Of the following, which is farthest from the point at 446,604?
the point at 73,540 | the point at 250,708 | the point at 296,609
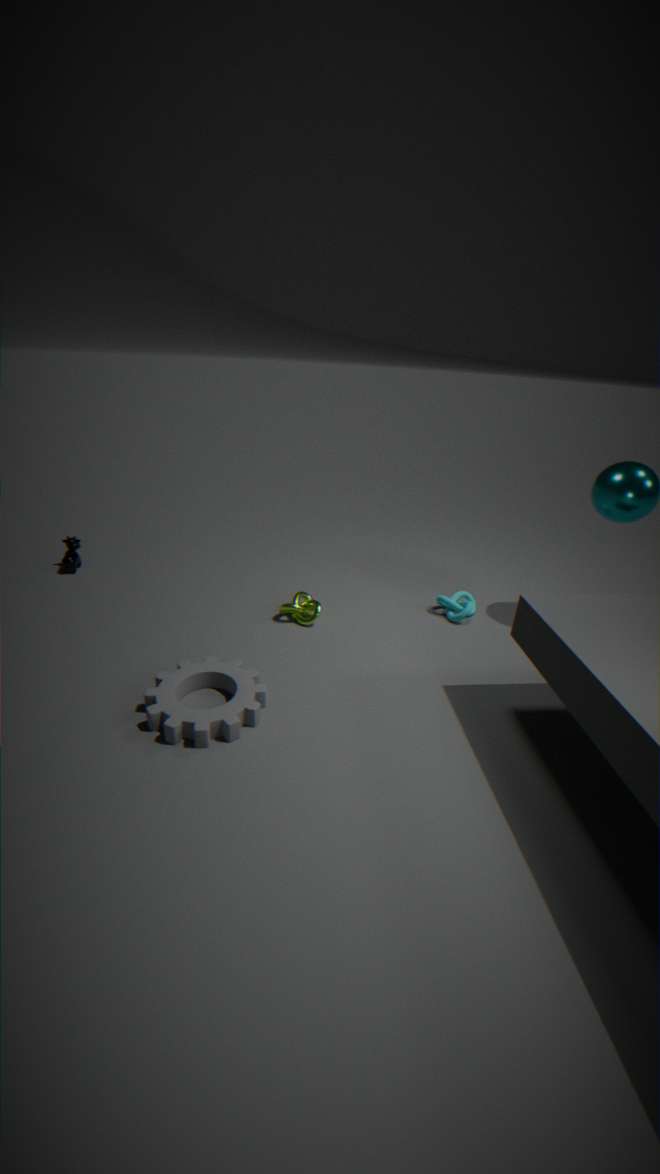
the point at 73,540
